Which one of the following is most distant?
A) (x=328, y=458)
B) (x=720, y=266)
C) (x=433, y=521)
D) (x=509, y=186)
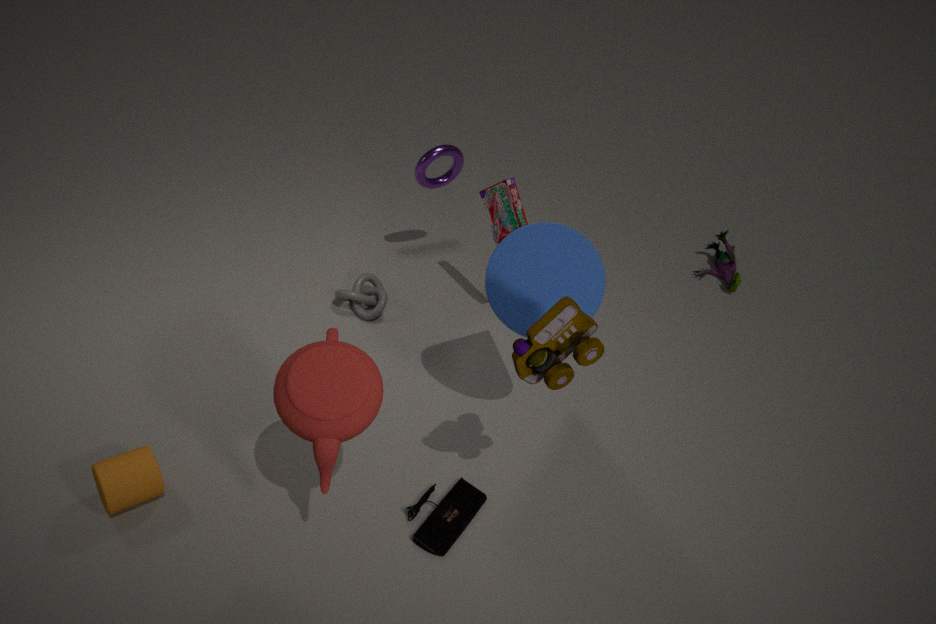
(x=720, y=266)
